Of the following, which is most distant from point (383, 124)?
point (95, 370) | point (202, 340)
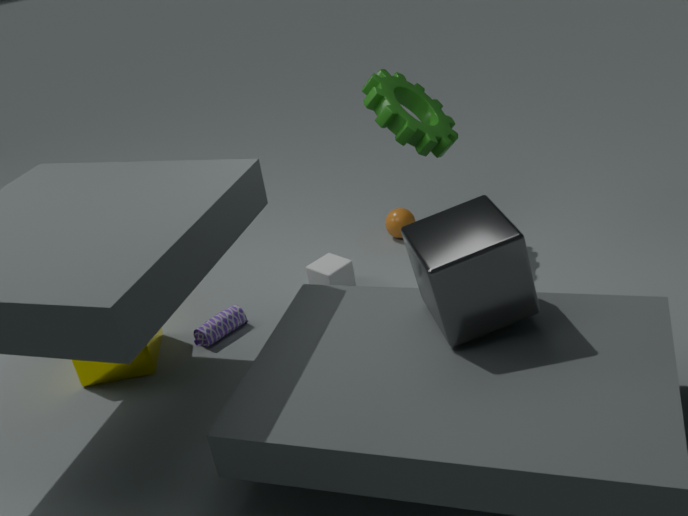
point (95, 370)
